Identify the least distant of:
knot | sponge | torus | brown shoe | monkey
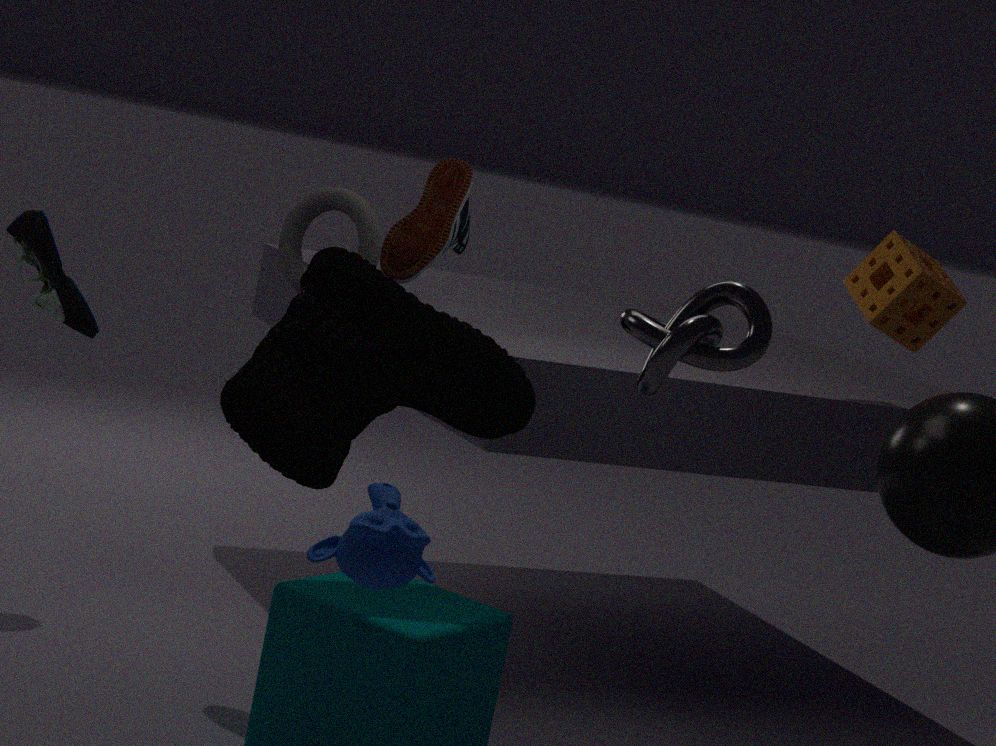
knot
